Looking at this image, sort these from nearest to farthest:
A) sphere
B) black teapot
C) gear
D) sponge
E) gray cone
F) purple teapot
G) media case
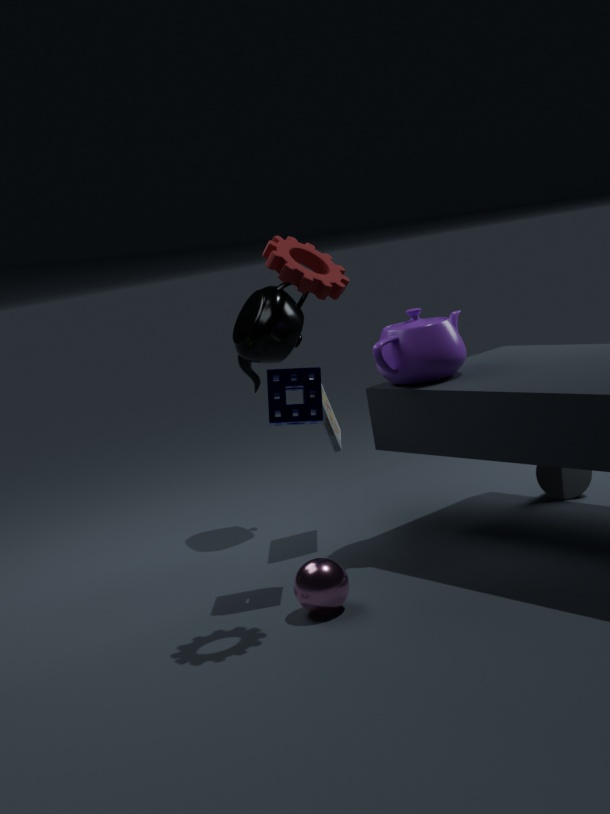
1. gear
2. sphere
3. sponge
4. purple teapot
5. media case
6. gray cone
7. black teapot
